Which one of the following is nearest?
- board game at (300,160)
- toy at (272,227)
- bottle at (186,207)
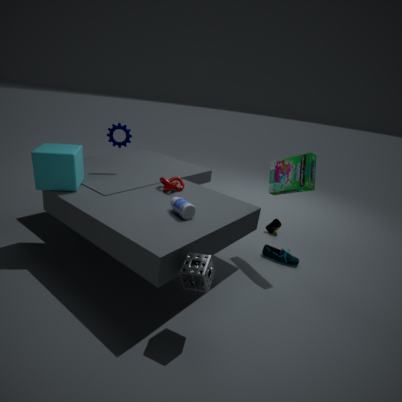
bottle at (186,207)
